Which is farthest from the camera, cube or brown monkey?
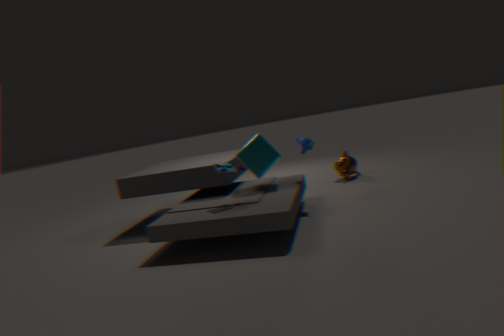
brown monkey
